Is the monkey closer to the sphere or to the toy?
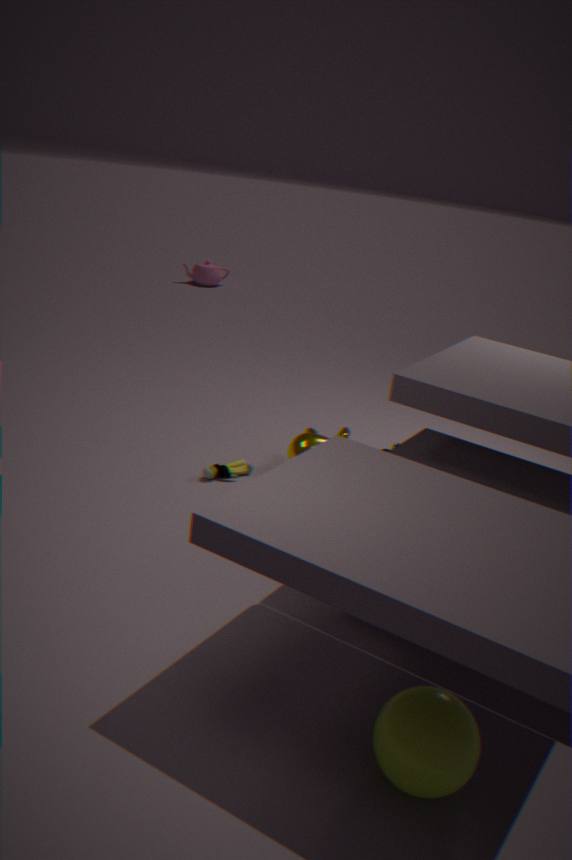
Answer: the toy
